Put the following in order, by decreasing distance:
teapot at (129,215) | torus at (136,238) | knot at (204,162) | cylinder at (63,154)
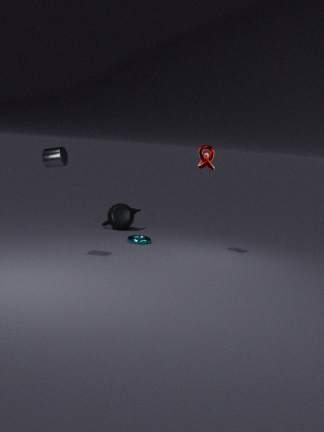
teapot at (129,215)
torus at (136,238)
knot at (204,162)
cylinder at (63,154)
